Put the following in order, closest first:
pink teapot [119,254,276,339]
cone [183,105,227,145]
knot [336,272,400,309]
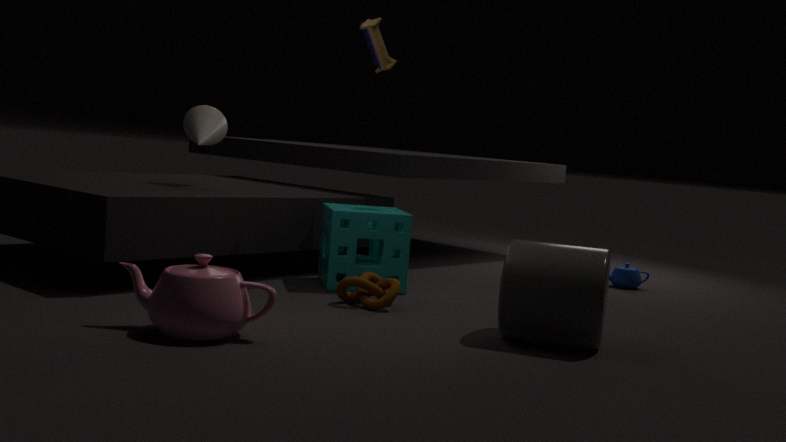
1. pink teapot [119,254,276,339]
2. knot [336,272,400,309]
3. cone [183,105,227,145]
